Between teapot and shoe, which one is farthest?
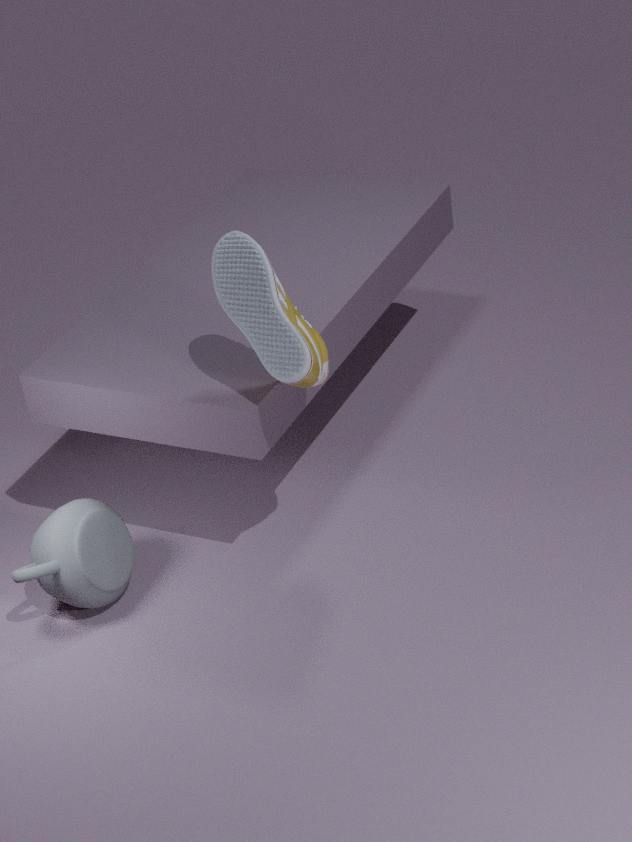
teapot
